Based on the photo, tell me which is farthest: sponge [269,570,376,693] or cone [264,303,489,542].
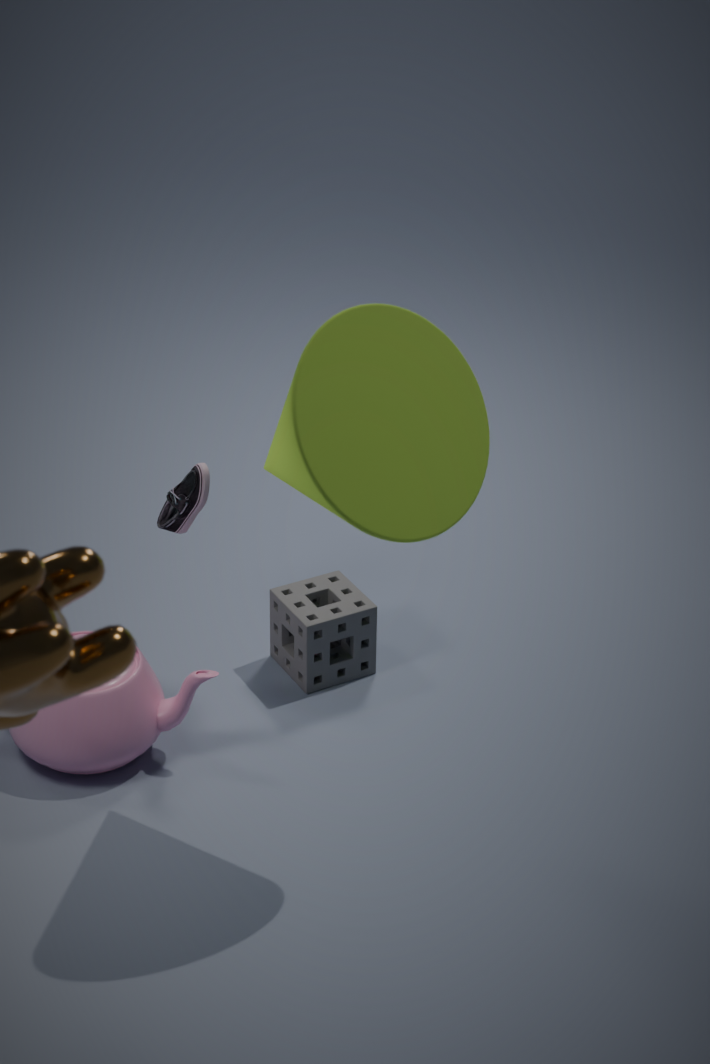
sponge [269,570,376,693]
